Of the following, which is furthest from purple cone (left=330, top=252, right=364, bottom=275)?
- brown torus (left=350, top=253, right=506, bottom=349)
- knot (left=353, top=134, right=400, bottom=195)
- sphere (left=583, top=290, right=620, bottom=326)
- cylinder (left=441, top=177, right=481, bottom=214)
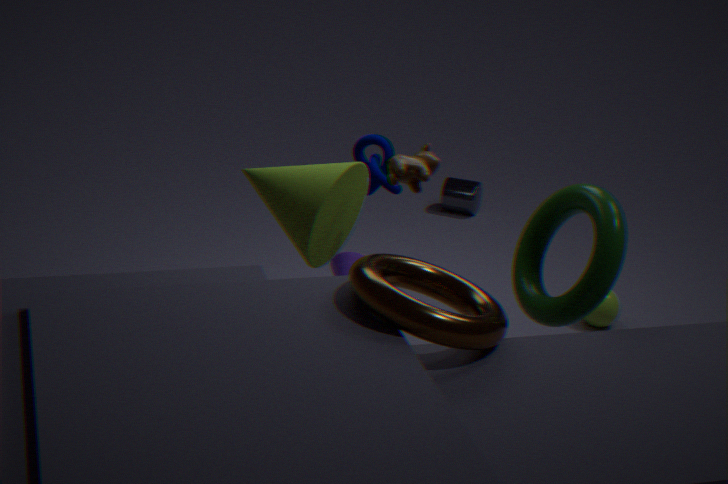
brown torus (left=350, top=253, right=506, bottom=349)
